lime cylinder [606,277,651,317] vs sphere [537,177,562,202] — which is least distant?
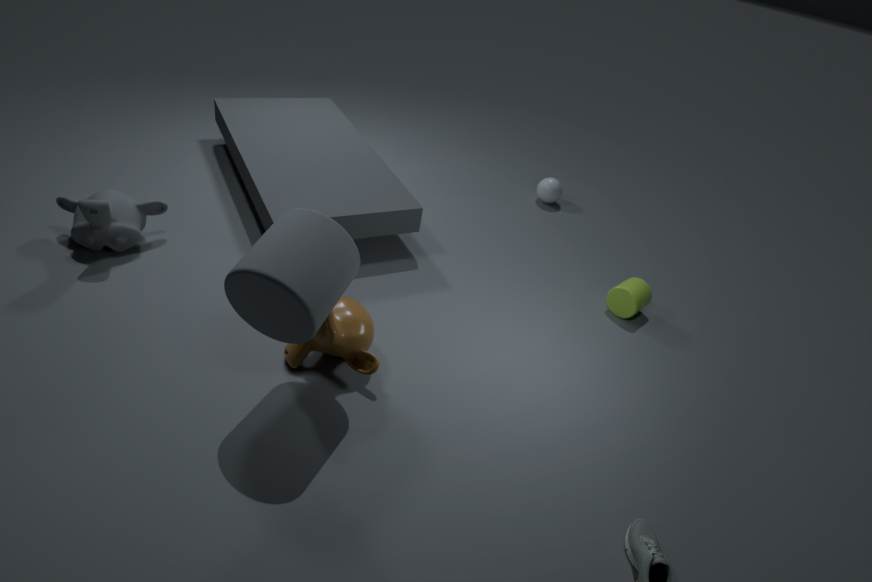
lime cylinder [606,277,651,317]
